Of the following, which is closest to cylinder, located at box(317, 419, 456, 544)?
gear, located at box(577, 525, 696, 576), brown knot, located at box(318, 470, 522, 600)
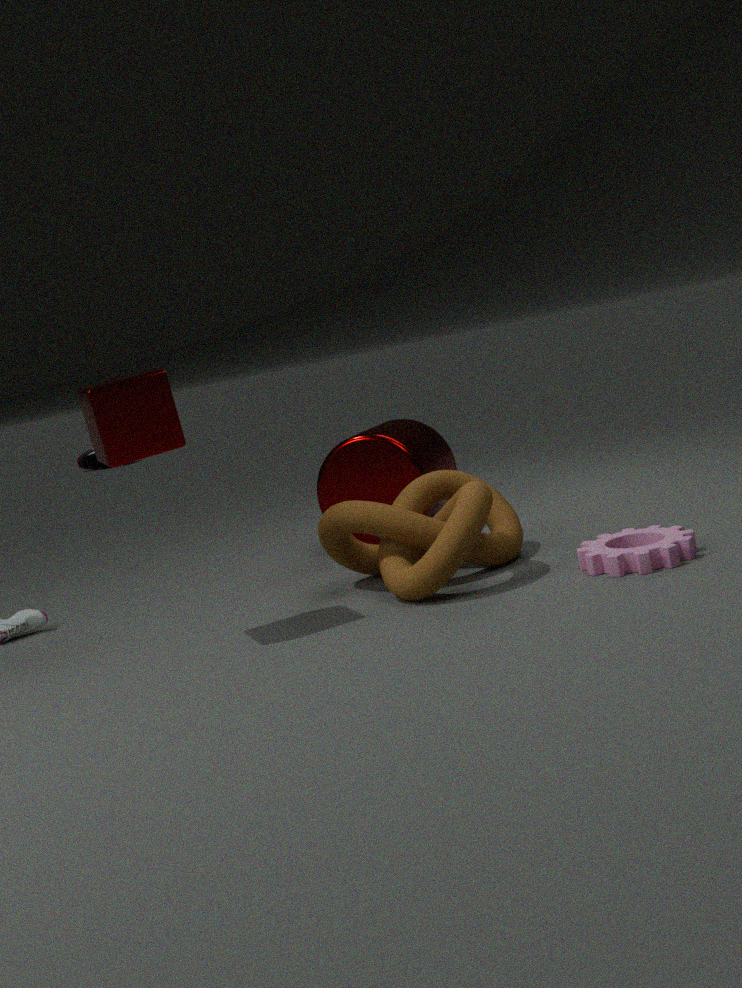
brown knot, located at box(318, 470, 522, 600)
